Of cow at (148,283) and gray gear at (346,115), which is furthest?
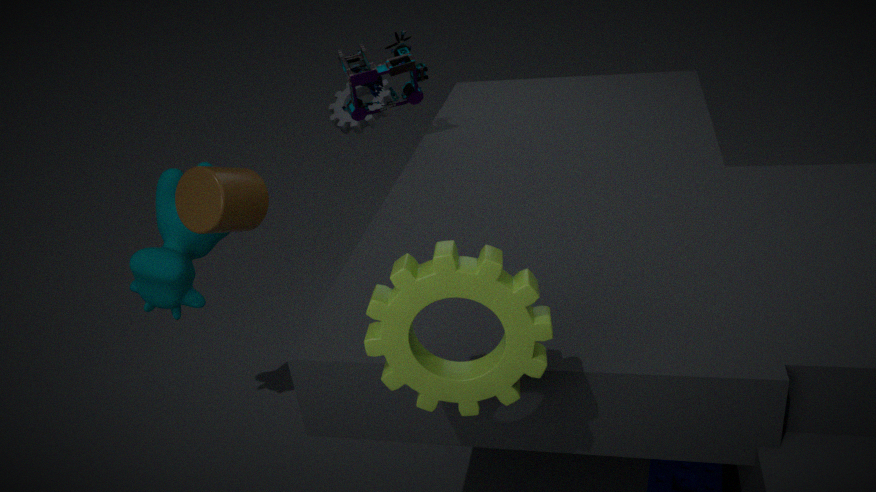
gray gear at (346,115)
